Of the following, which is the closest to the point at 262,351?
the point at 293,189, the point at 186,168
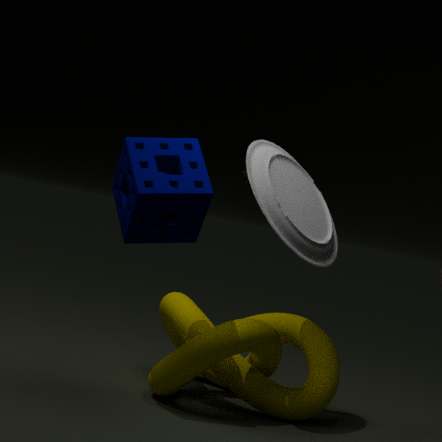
the point at 293,189
